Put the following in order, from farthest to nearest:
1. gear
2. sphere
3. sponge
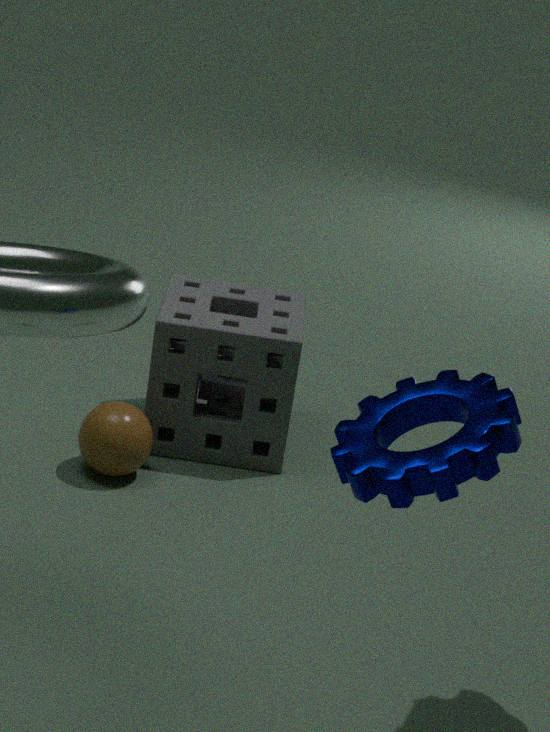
sponge, sphere, gear
